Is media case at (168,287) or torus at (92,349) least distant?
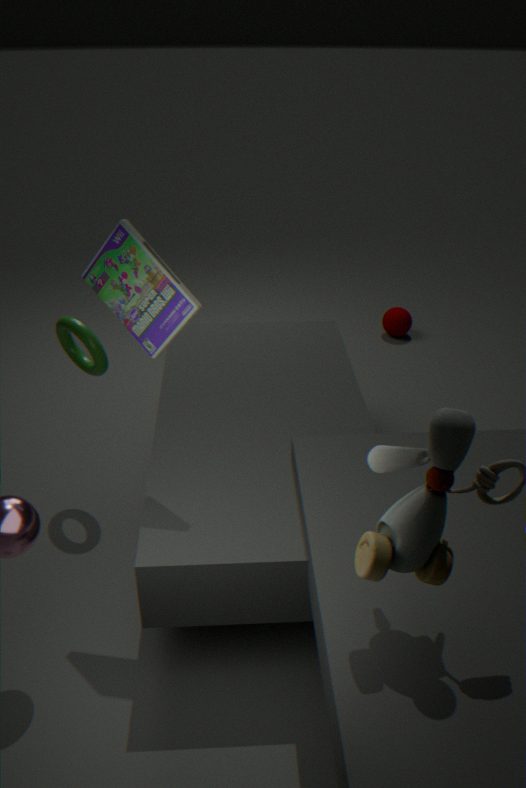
media case at (168,287)
